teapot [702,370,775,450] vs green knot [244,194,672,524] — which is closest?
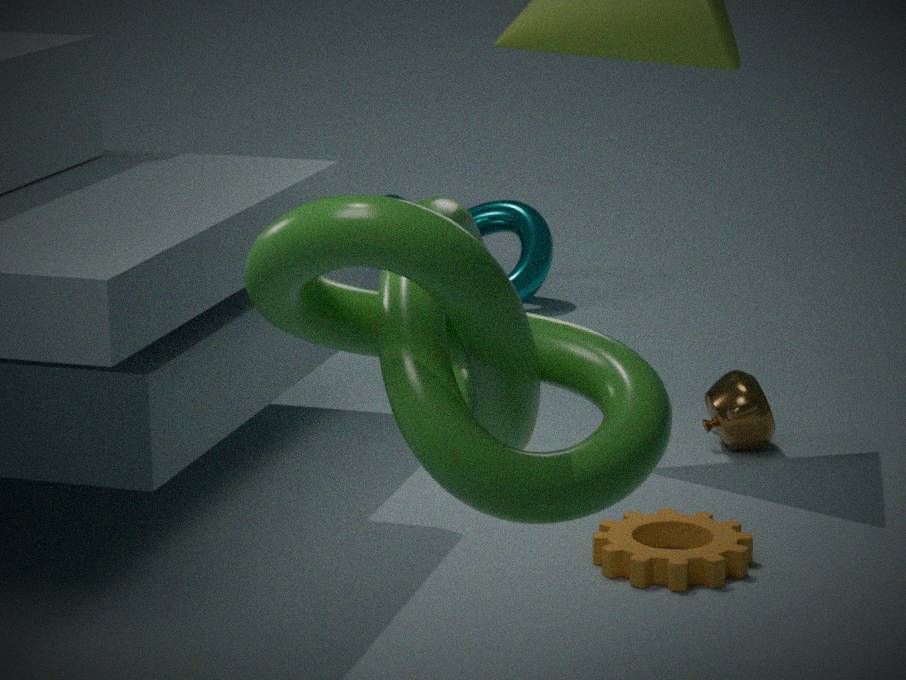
green knot [244,194,672,524]
